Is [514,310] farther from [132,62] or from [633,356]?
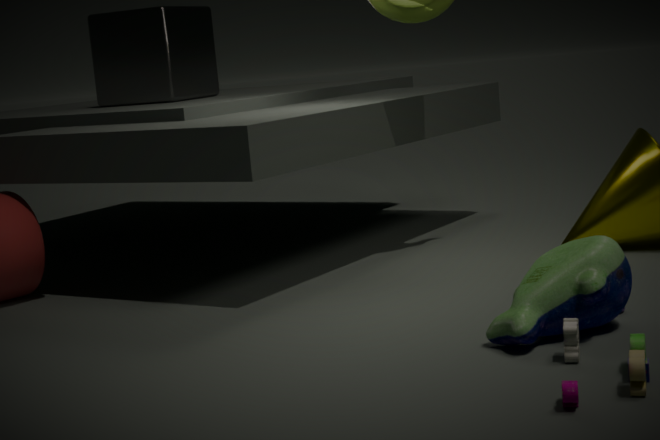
[132,62]
